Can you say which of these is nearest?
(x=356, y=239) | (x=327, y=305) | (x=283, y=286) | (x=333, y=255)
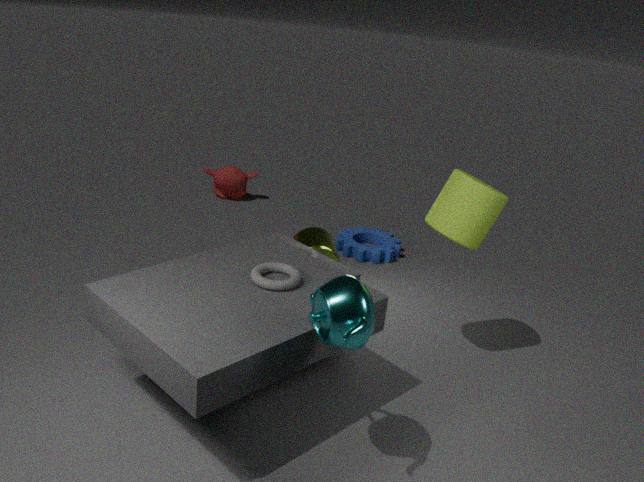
(x=327, y=305)
